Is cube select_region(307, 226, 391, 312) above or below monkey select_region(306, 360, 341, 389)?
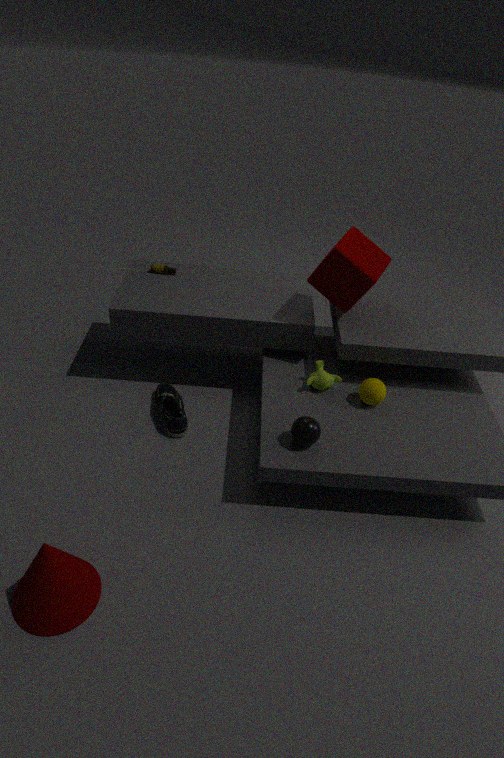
above
